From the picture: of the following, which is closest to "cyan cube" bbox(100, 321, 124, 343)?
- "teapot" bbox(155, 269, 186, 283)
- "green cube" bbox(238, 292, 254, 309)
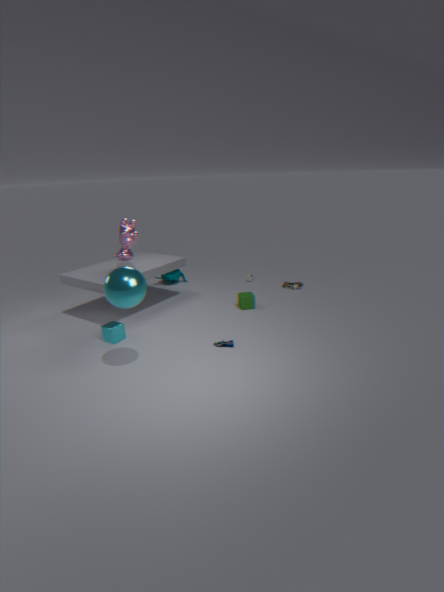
"green cube" bbox(238, 292, 254, 309)
